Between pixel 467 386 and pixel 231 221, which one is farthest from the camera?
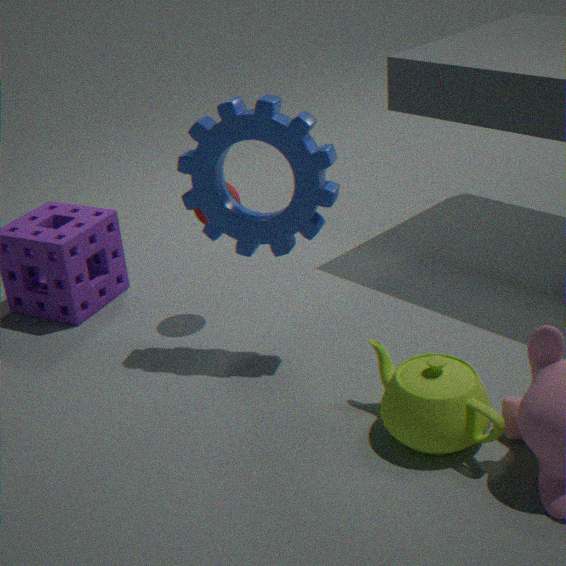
pixel 231 221
